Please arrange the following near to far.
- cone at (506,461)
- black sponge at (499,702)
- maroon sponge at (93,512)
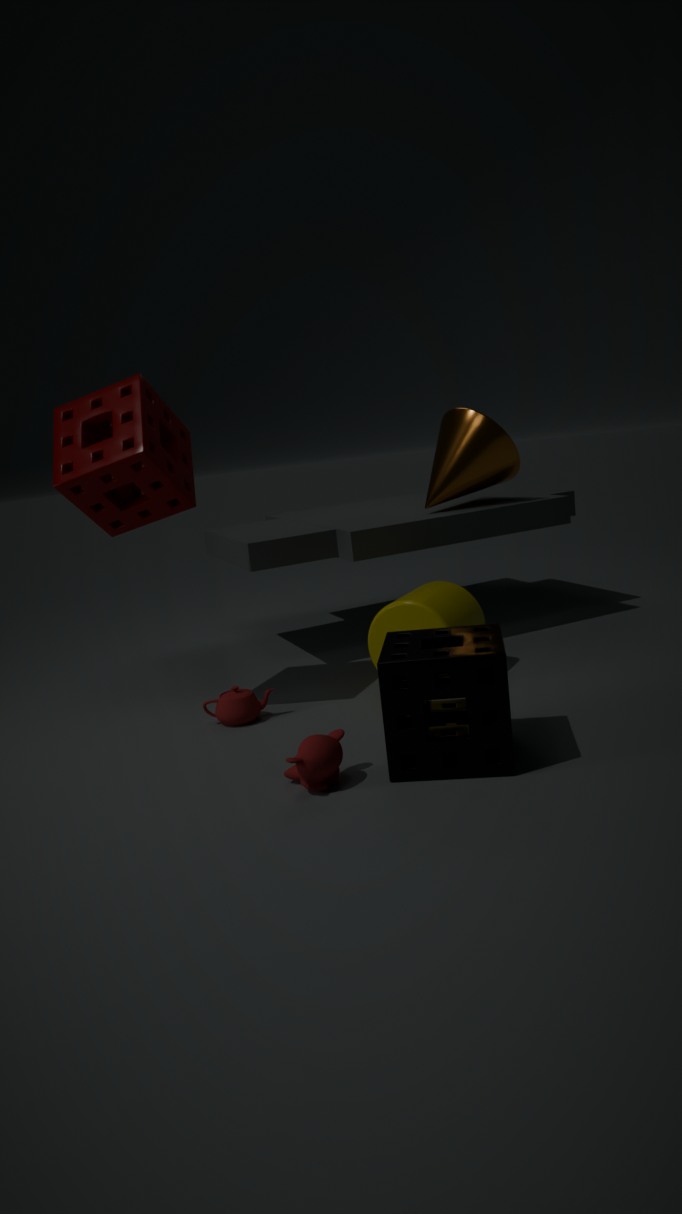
black sponge at (499,702) < maroon sponge at (93,512) < cone at (506,461)
